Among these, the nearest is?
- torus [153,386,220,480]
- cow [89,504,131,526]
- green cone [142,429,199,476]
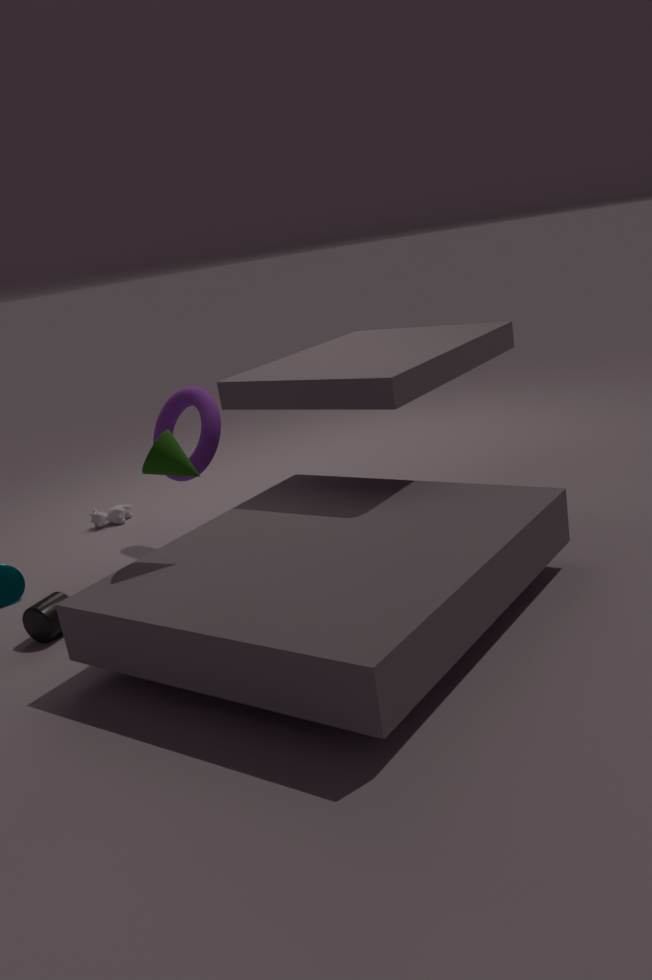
green cone [142,429,199,476]
